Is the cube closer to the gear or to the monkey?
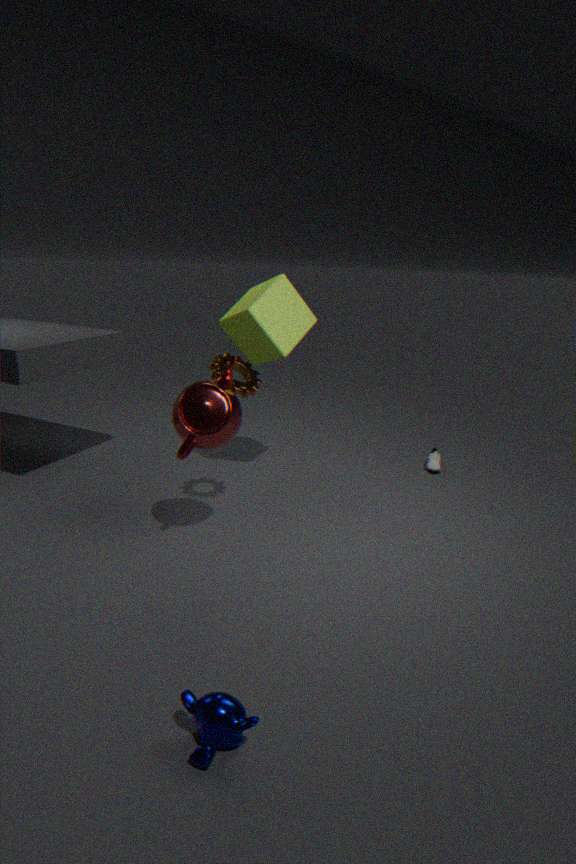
the gear
